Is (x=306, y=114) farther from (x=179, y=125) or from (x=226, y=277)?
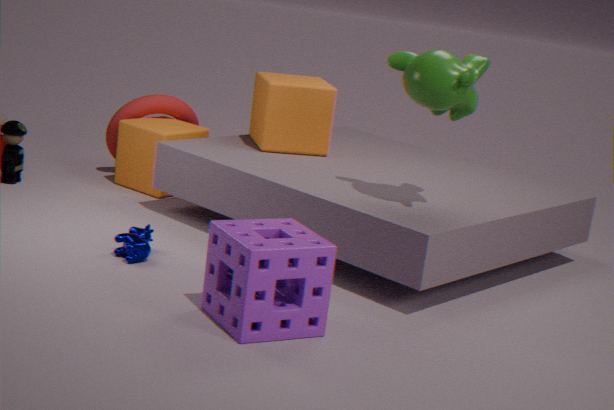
(x=226, y=277)
